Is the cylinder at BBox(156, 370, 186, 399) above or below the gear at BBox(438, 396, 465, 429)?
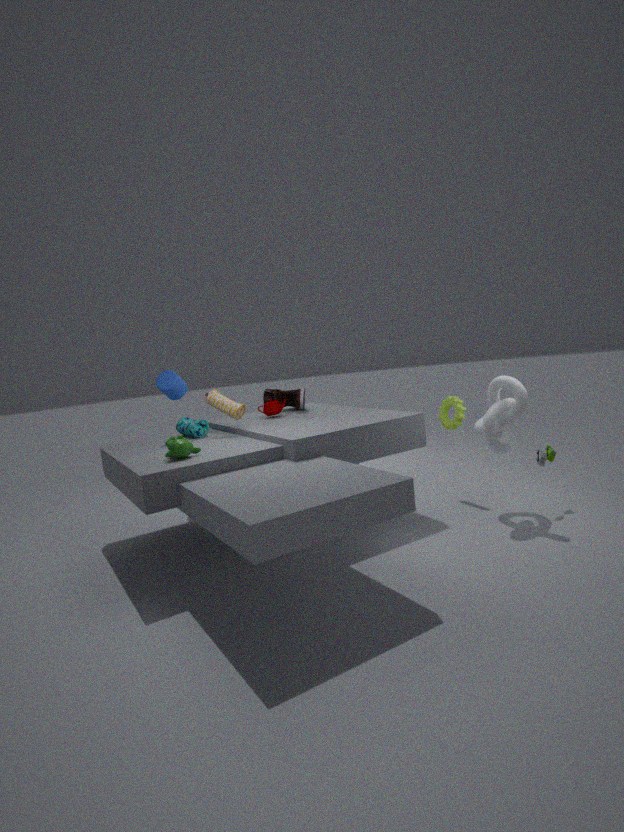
above
